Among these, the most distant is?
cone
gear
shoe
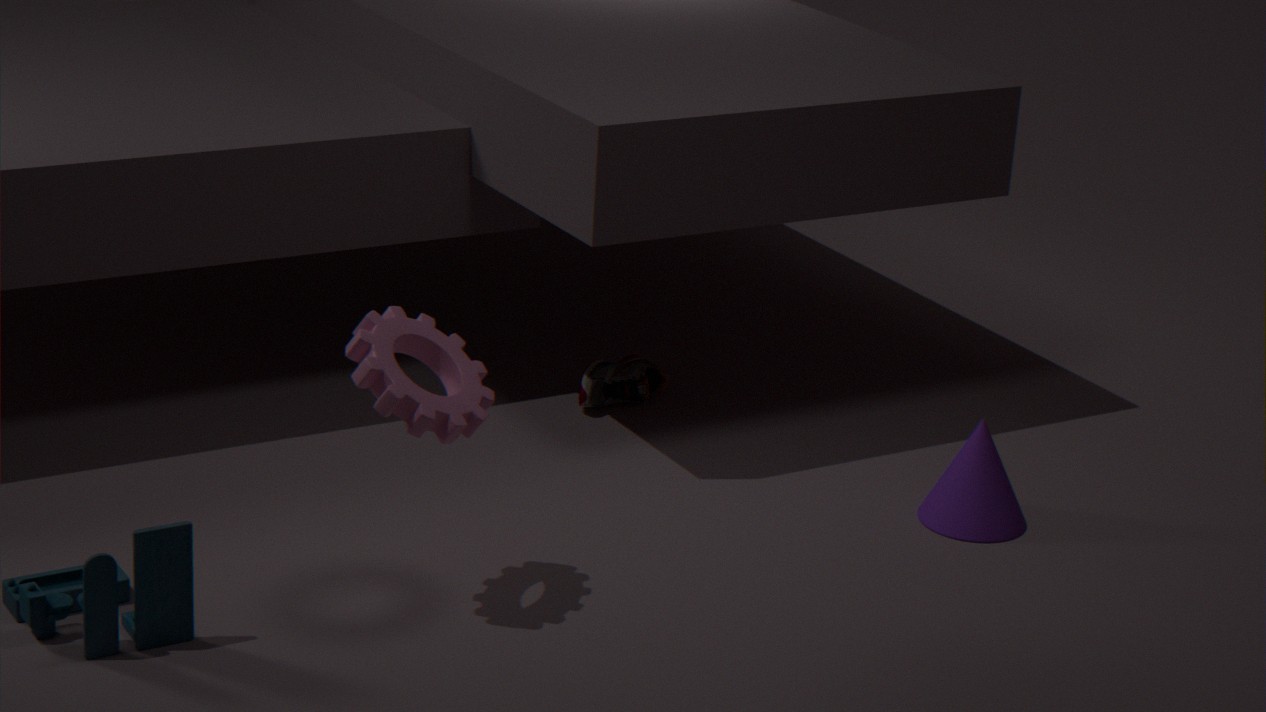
shoe
